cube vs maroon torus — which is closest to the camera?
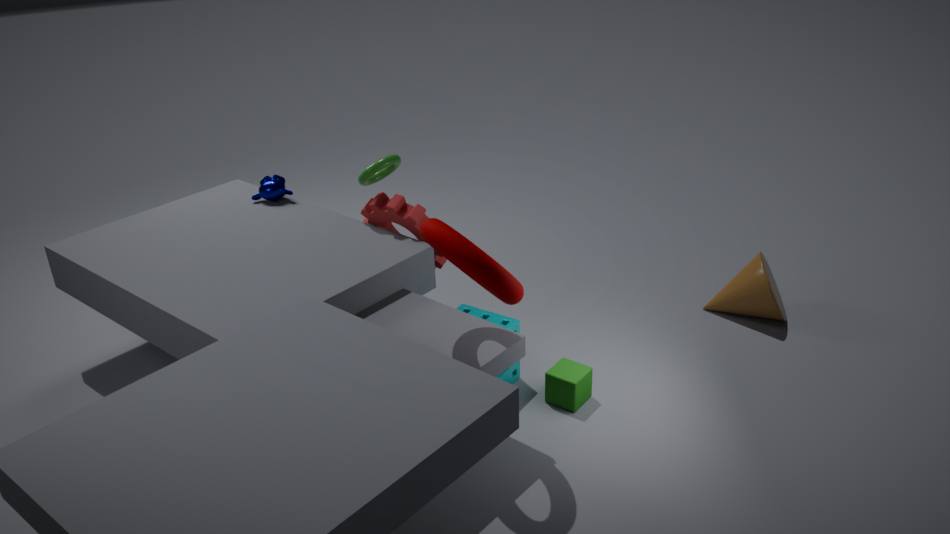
maroon torus
